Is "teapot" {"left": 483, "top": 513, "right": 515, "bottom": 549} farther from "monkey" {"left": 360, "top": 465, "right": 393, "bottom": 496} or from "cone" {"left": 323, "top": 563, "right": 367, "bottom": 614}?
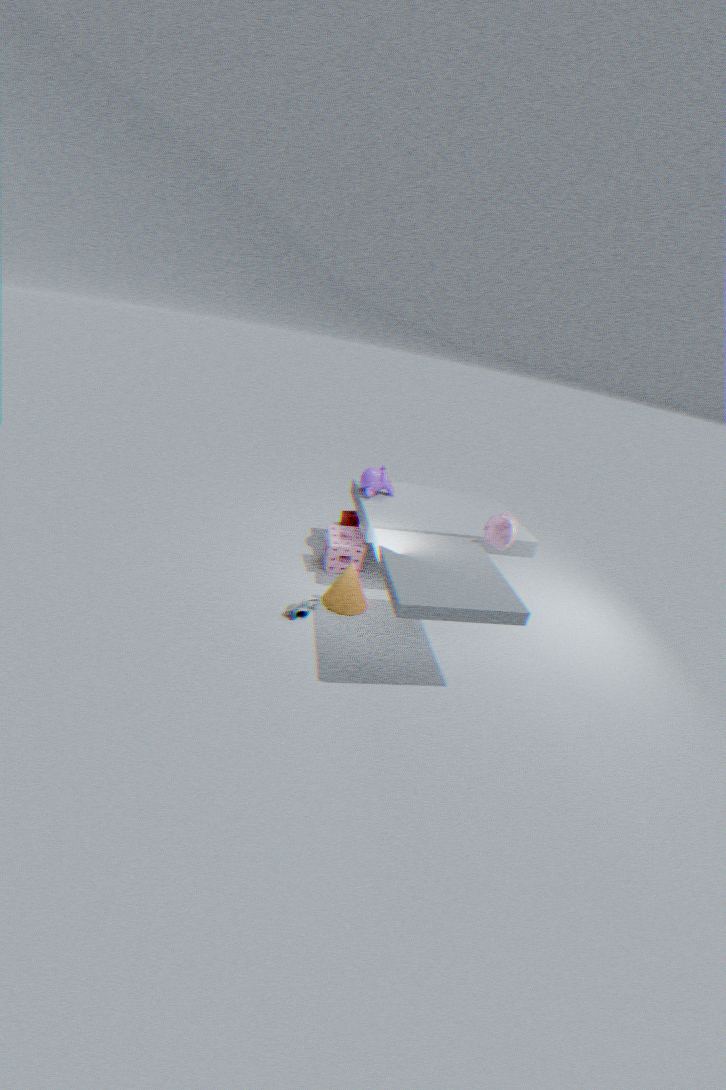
"cone" {"left": 323, "top": 563, "right": 367, "bottom": 614}
